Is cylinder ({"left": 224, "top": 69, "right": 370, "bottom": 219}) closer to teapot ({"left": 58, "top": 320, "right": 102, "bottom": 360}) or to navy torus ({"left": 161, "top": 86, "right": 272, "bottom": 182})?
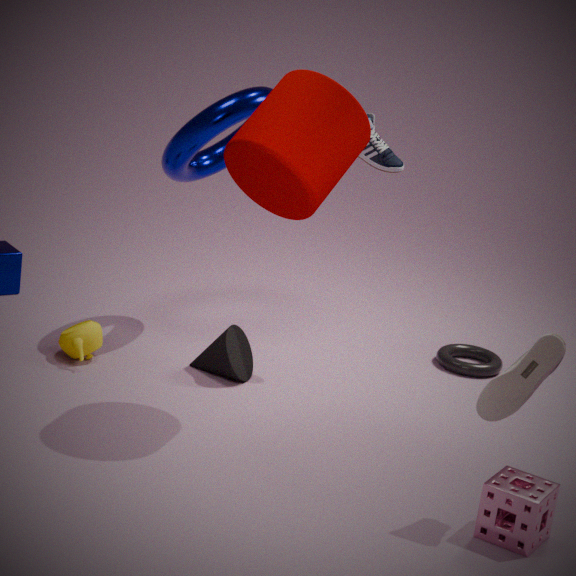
navy torus ({"left": 161, "top": 86, "right": 272, "bottom": 182})
